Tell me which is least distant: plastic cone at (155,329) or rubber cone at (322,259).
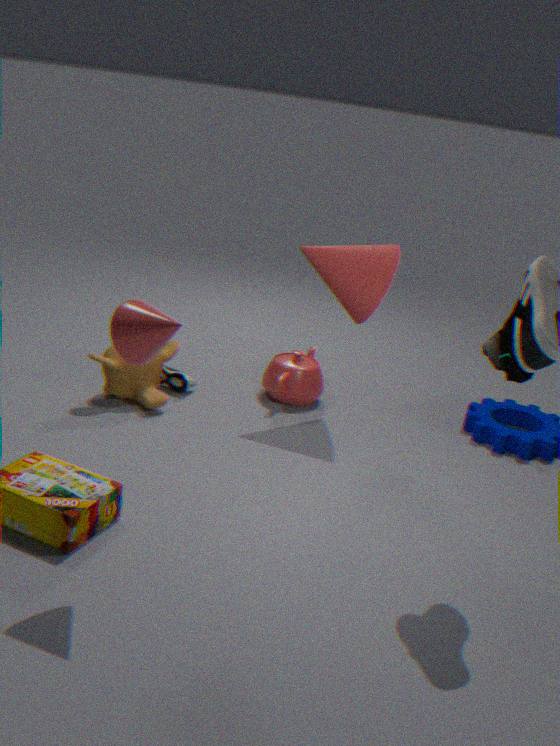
plastic cone at (155,329)
